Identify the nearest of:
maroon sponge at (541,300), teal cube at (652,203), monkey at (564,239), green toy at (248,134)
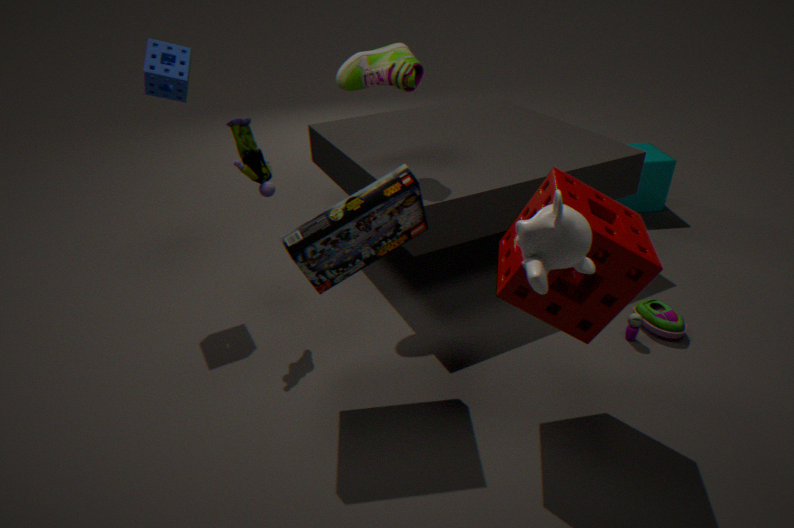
monkey at (564,239)
